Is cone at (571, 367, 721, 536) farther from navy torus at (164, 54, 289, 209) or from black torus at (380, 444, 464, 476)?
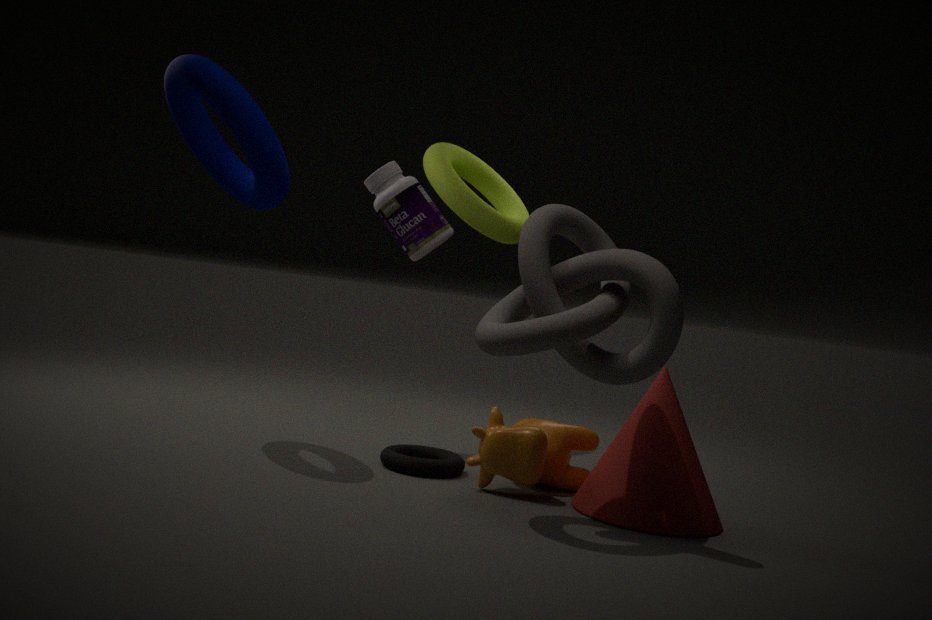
navy torus at (164, 54, 289, 209)
